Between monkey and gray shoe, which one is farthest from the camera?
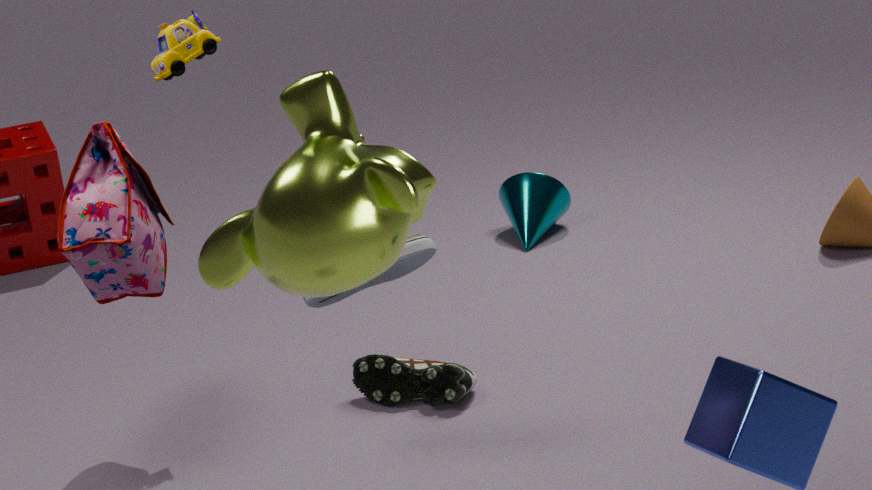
gray shoe
